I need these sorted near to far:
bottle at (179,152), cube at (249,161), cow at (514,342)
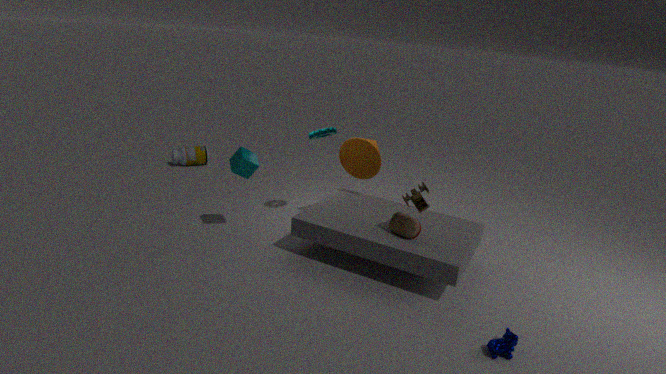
cow at (514,342), cube at (249,161), bottle at (179,152)
